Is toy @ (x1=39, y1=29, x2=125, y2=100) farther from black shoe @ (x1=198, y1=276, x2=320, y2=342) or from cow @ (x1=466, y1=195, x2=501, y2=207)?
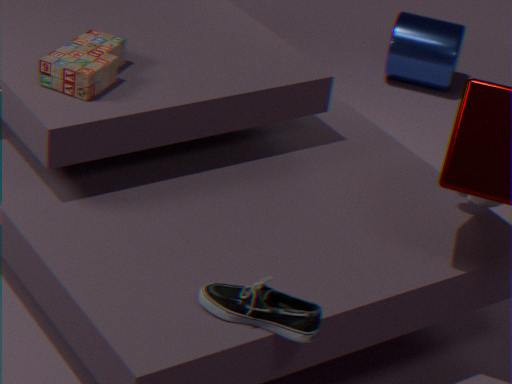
cow @ (x1=466, y1=195, x2=501, y2=207)
